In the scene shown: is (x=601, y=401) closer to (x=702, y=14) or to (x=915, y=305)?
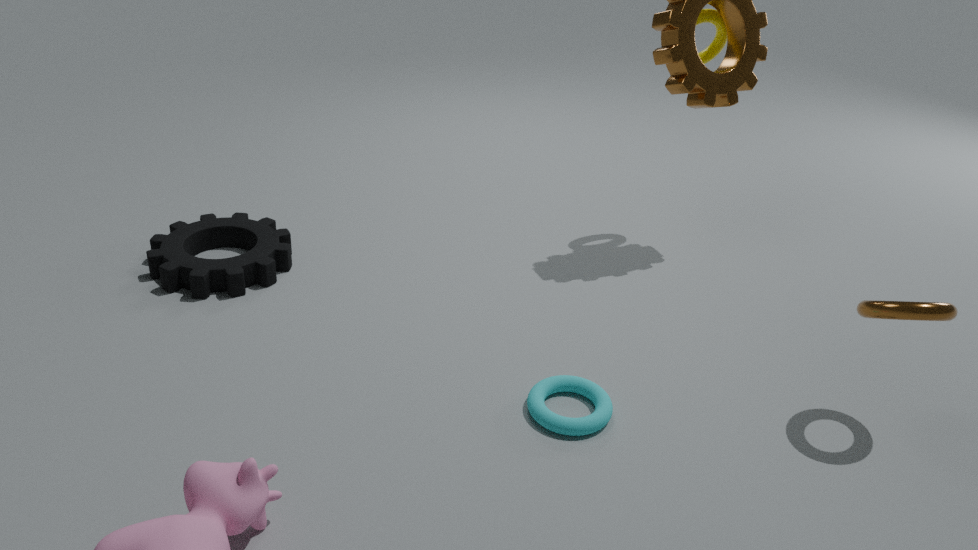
(x=915, y=305)
